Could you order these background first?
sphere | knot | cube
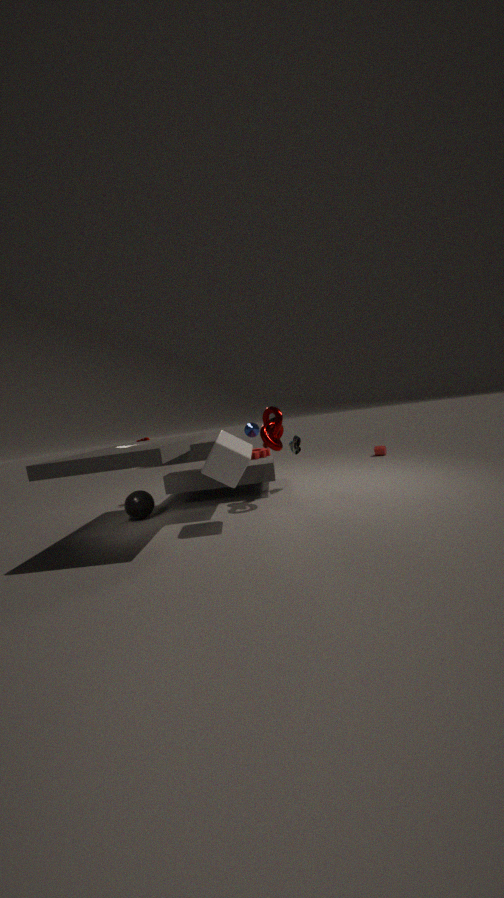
1. sphere
2. knot
3. cube
